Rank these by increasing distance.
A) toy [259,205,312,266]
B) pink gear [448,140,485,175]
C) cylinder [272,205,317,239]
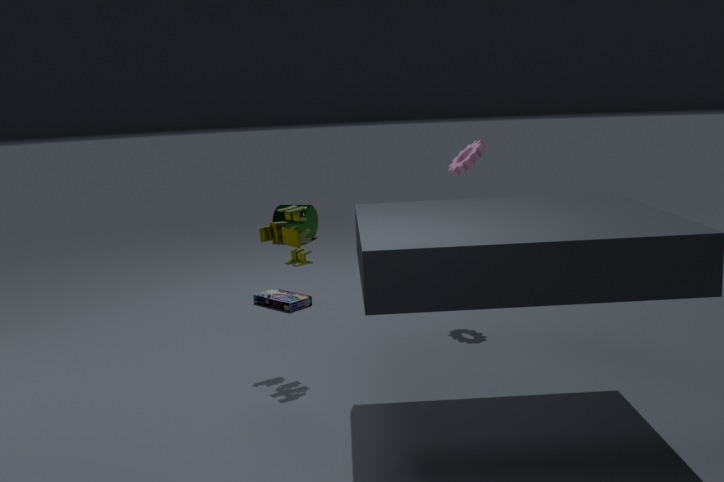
toy [259,205,312,266] < pink gear [448,140,485,175] < cylinder [272,205,317,239]
